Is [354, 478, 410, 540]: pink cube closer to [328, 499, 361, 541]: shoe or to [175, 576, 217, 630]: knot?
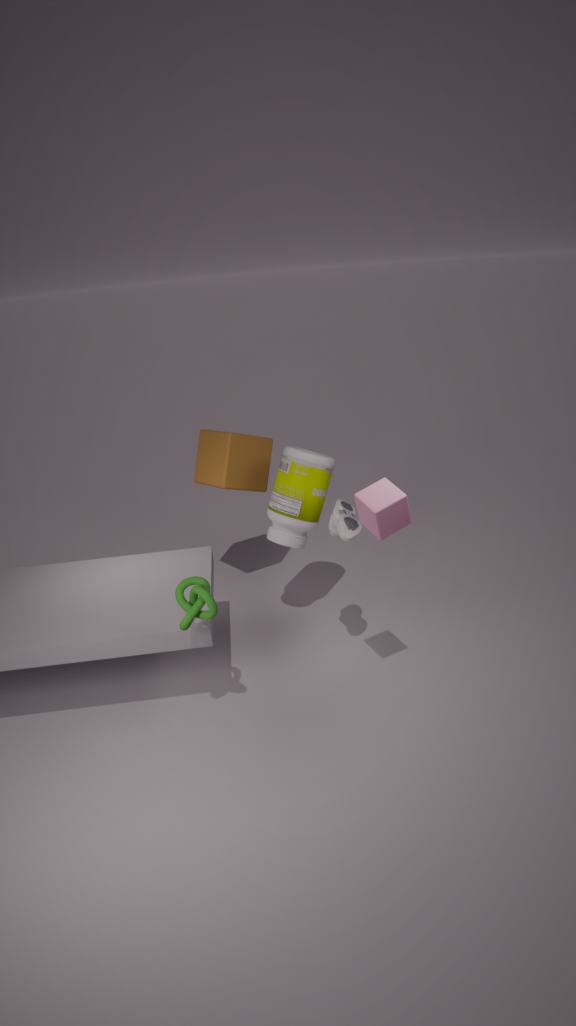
[328, 499, 361, 541]: shoe
